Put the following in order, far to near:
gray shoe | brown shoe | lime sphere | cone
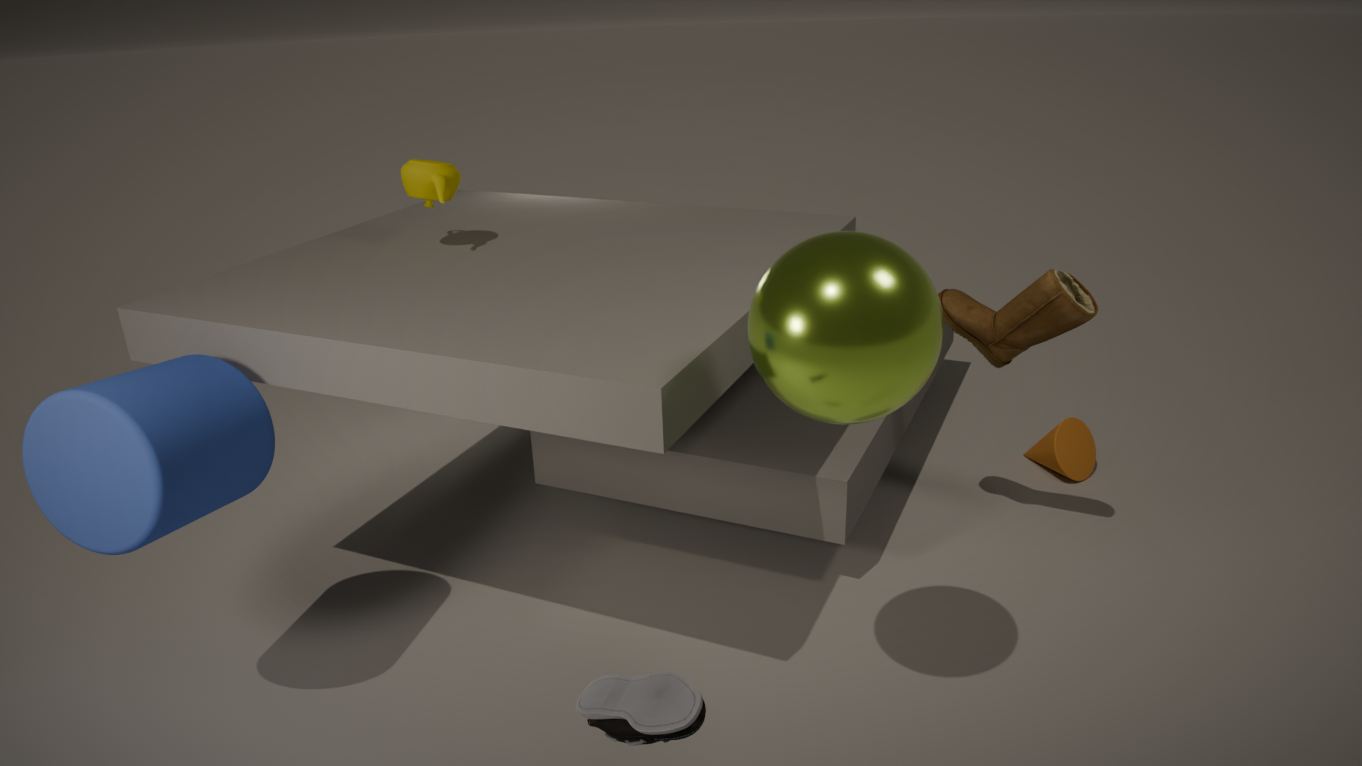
cone
brown shoe
lime sphere
gray shoe
